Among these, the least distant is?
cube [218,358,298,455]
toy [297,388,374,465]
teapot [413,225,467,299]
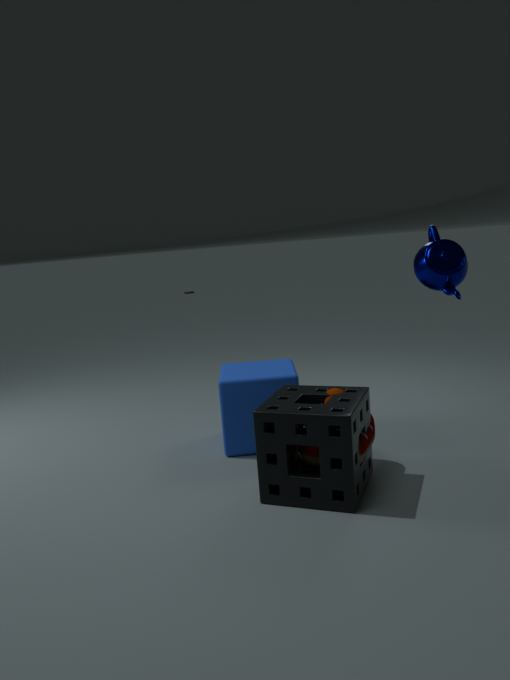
teapot [413,225,467,299]
